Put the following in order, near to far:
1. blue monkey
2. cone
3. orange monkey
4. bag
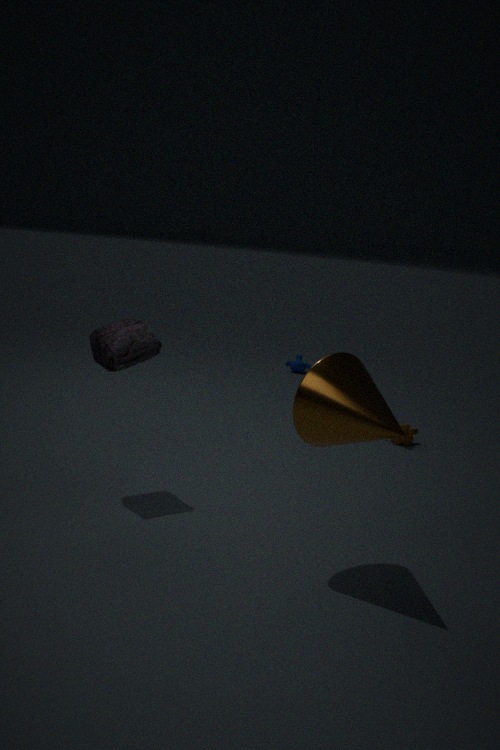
cone
bag
orange monkey
blue monkey
